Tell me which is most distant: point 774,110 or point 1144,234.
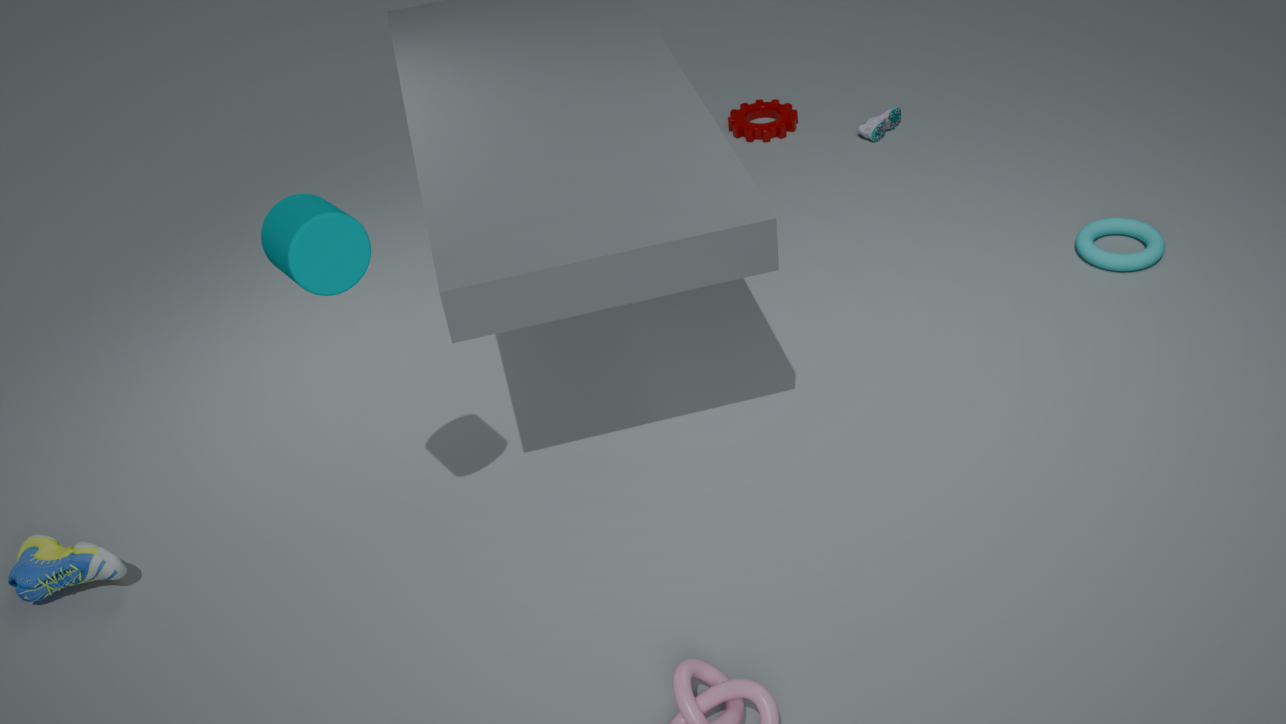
point 774,110
